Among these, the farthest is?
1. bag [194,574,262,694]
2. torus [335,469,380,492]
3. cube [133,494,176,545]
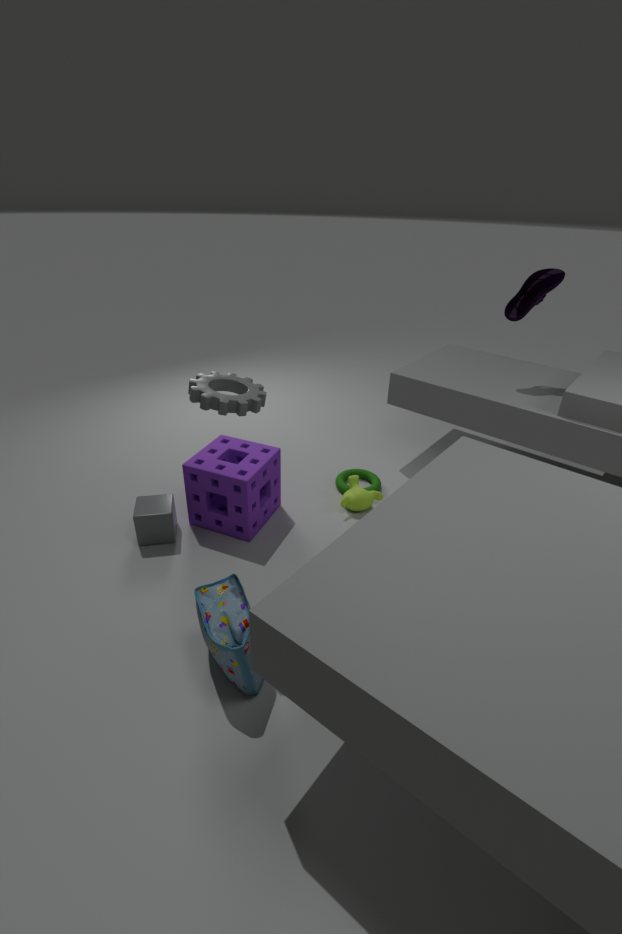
torus [335,469,380,492]
